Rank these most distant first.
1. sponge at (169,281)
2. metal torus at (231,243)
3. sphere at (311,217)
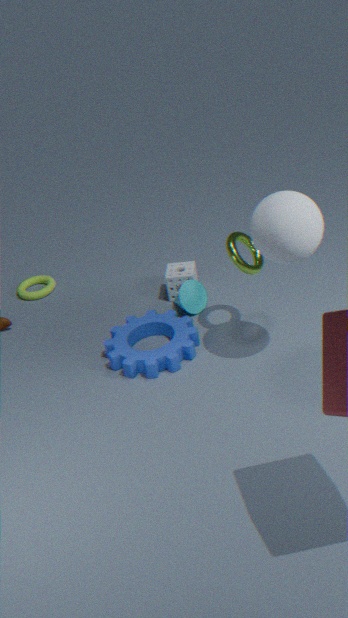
sponge at (169,281)
metal torus at (231,243)
sphere at (311,217)
